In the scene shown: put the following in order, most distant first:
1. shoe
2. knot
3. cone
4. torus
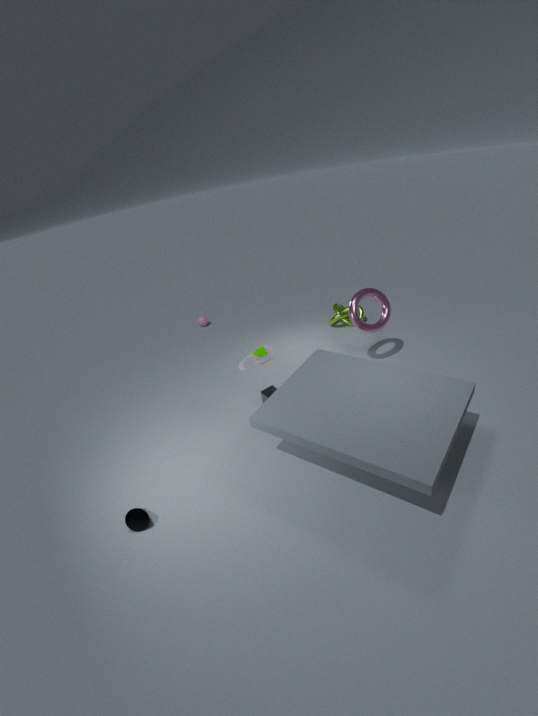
knot < torus < shoe < cone
